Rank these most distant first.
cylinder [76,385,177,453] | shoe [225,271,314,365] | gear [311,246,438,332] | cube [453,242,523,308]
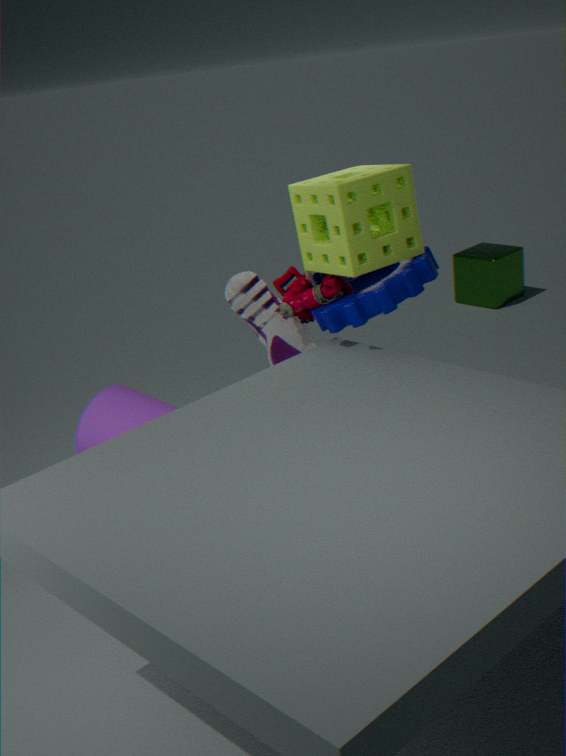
cube [453,242,523,308], shoe [225,271,314,365], gear [311,246,438,332], cylinder [76,385,177,453]
